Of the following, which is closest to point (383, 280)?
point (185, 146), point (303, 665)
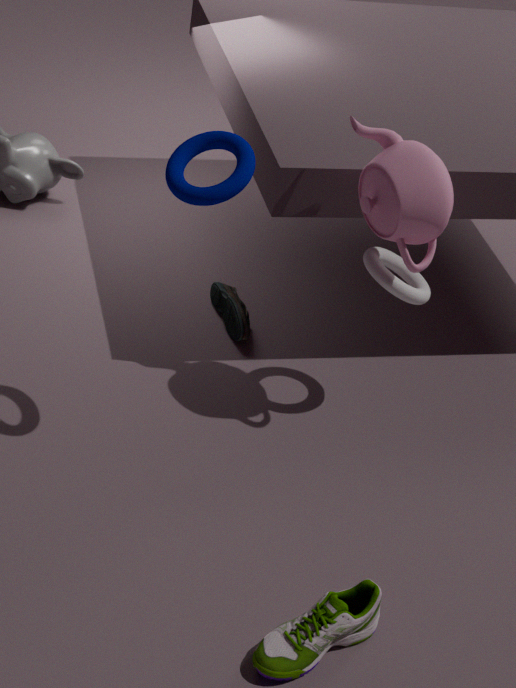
point (185, 146)
